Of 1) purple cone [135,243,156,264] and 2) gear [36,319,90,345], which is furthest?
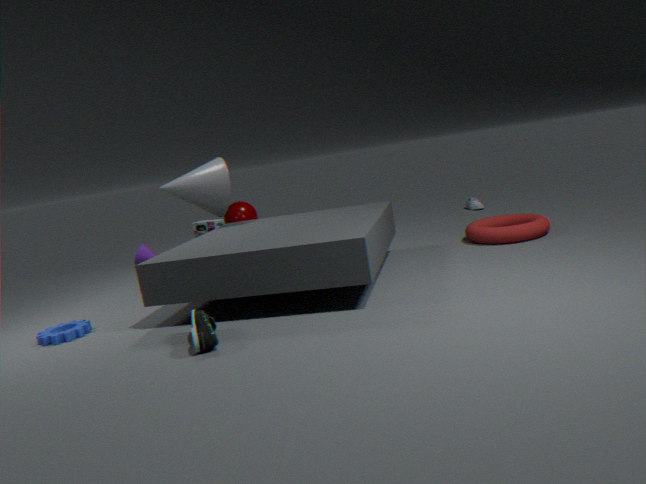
1. purple cone [135,243,156,264]
